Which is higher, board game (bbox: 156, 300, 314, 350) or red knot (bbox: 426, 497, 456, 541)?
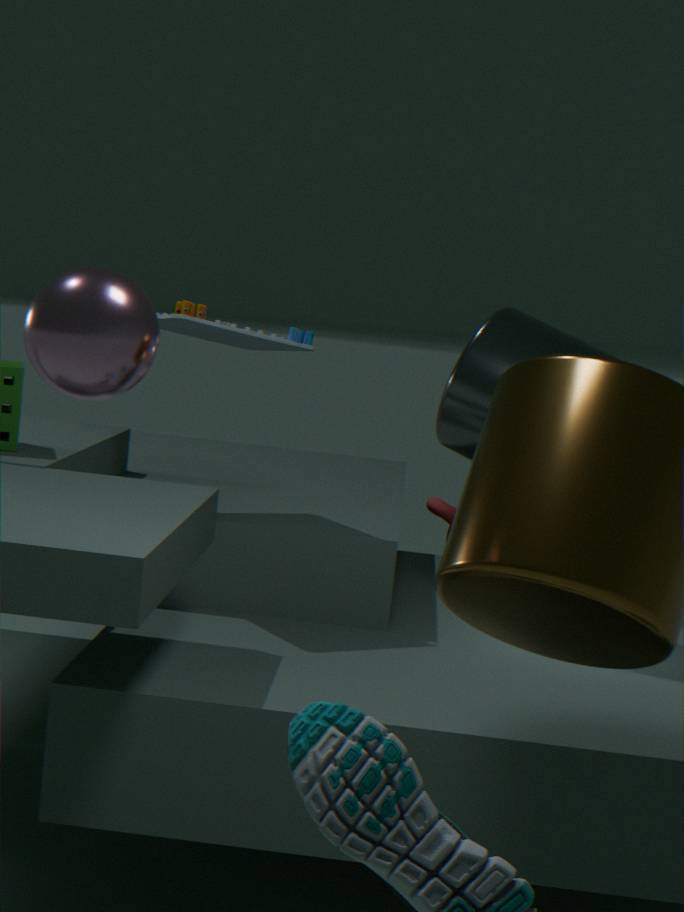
board game (bbox: 156, 300, 314, 350)
